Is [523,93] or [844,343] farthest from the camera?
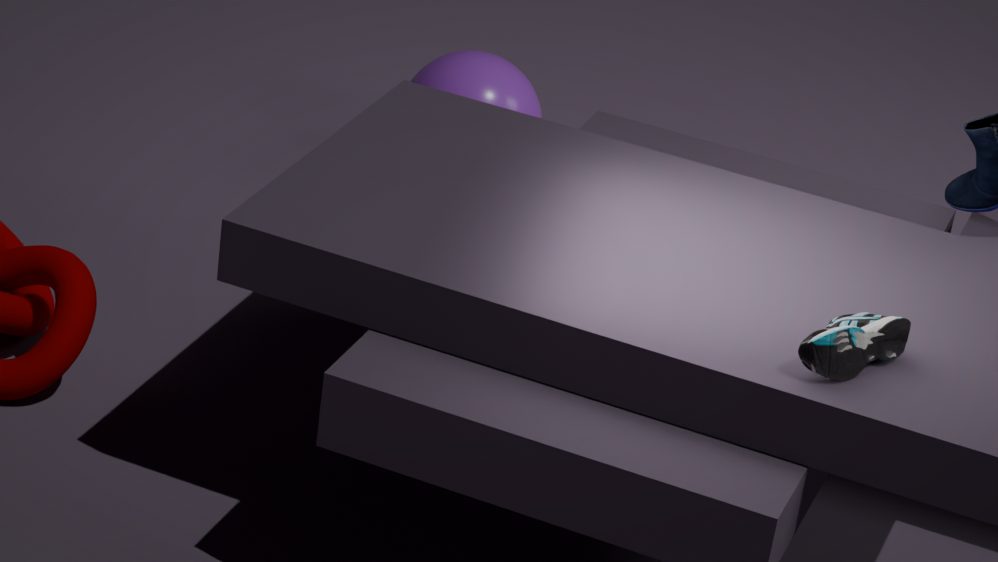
[523,93]
